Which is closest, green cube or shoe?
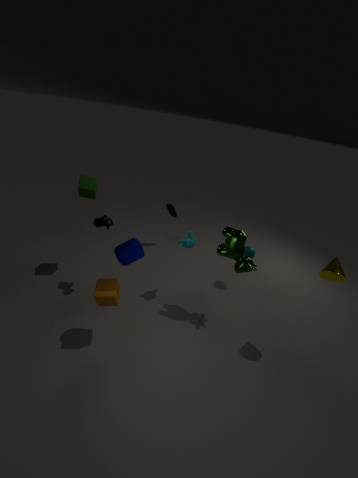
green cube
